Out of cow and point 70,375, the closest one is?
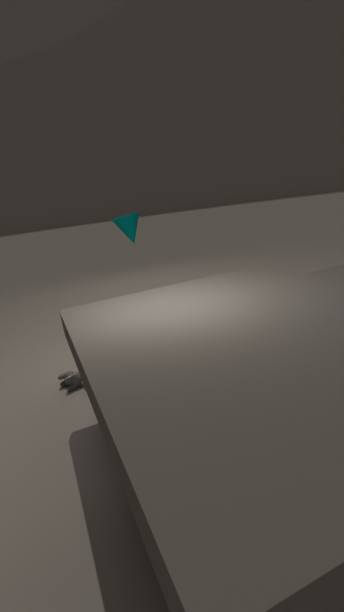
cow
